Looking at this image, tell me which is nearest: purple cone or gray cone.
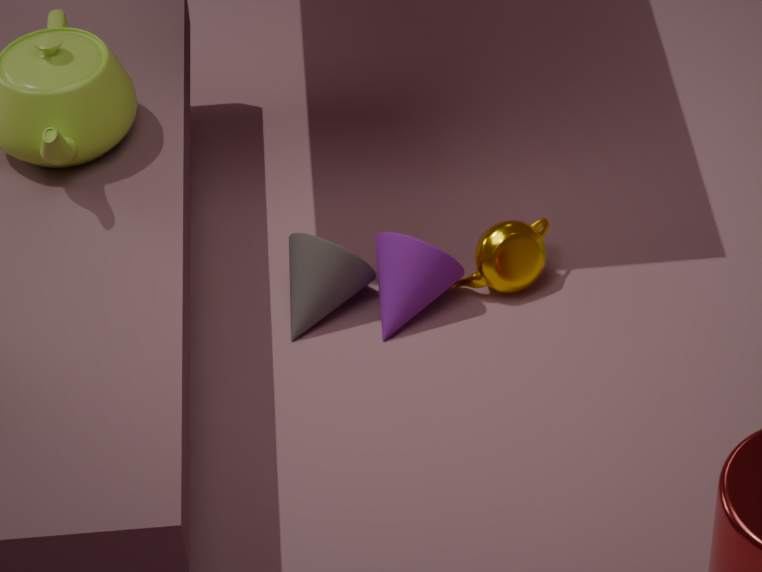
purple cone
